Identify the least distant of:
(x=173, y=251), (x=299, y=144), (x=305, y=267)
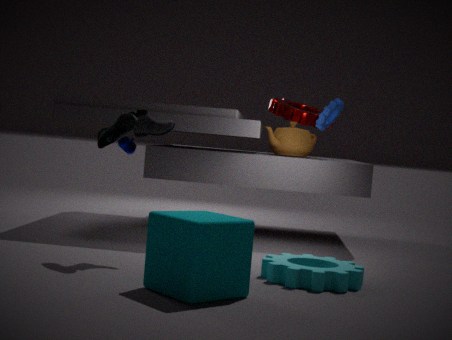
(x=173, y=251)
